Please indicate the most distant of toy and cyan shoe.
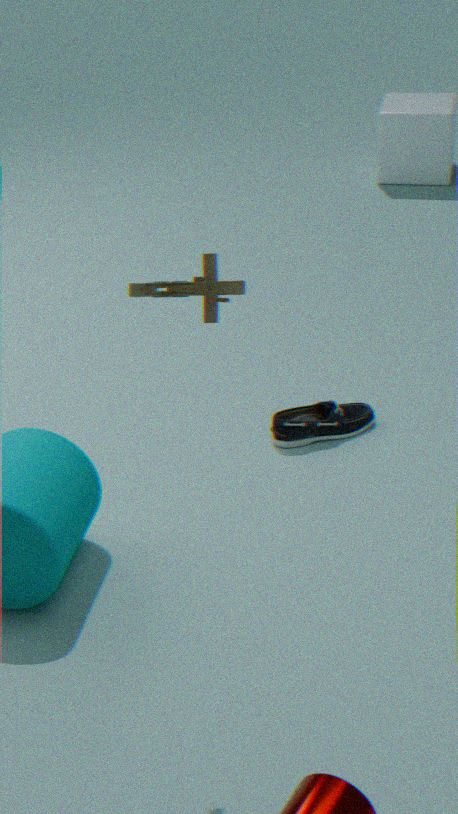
cyan shoe
